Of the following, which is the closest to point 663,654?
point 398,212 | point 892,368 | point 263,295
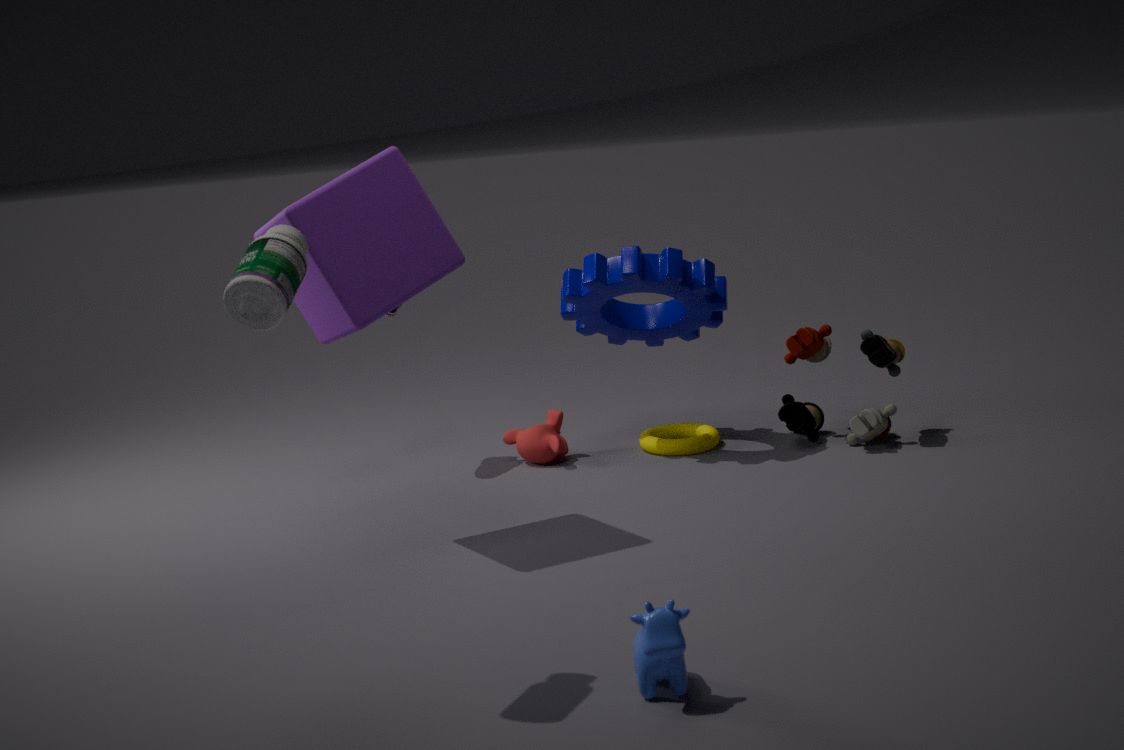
point 263,295
